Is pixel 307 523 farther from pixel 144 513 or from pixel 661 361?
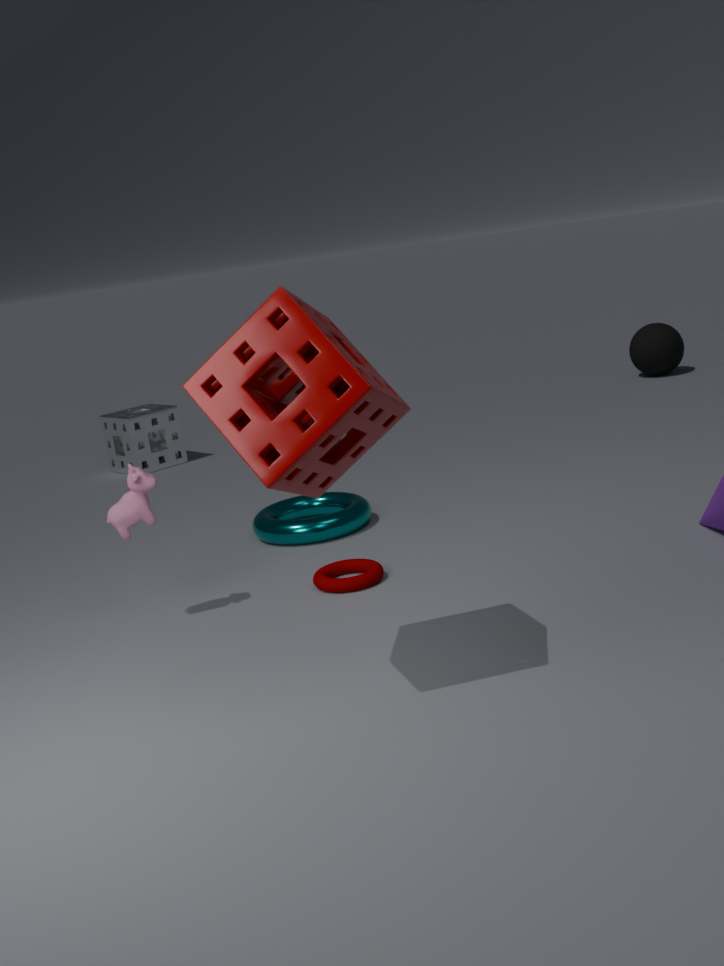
pixel 661 361
